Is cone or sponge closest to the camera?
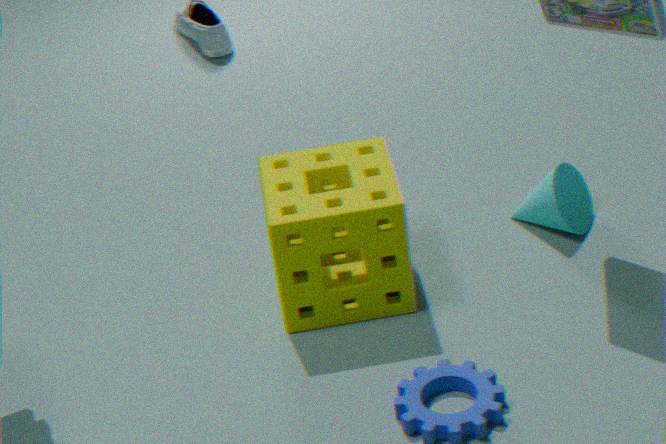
sponge
